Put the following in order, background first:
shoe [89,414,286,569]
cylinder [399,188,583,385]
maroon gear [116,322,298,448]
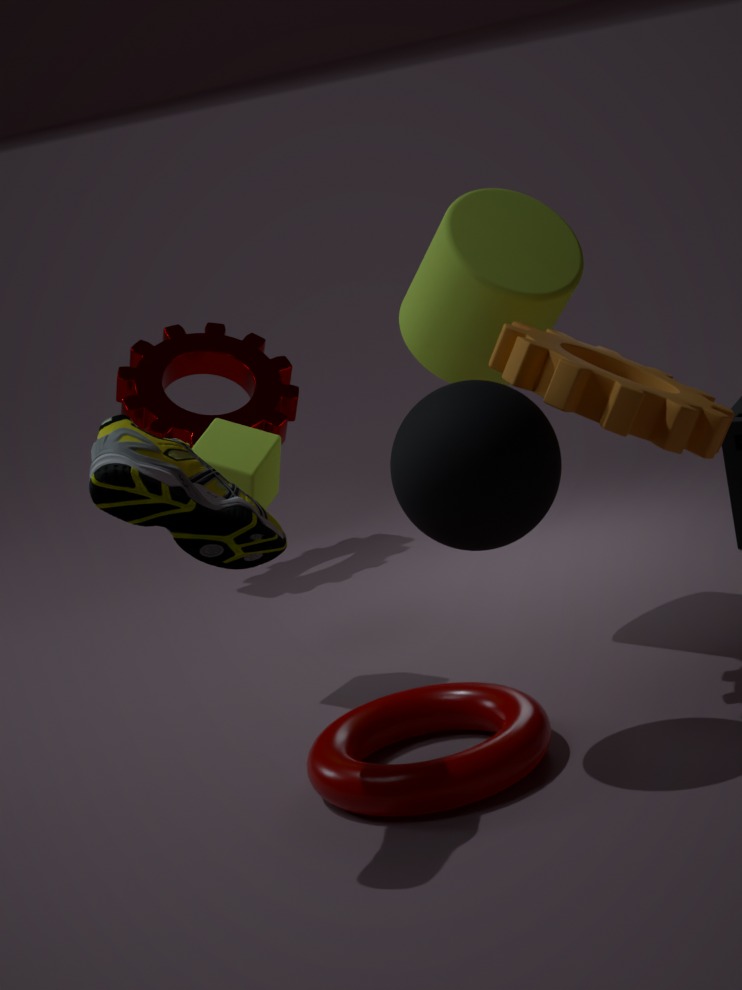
maroon gear [116,322,298,448]
cylinder [399,188,583,385]
shoe [89,414,286,569]
